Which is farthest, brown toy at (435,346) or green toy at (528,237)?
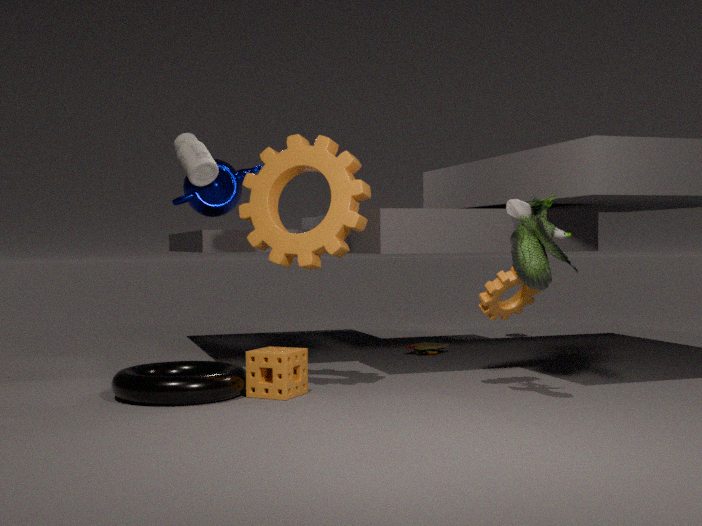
brown toy at (435,346)
